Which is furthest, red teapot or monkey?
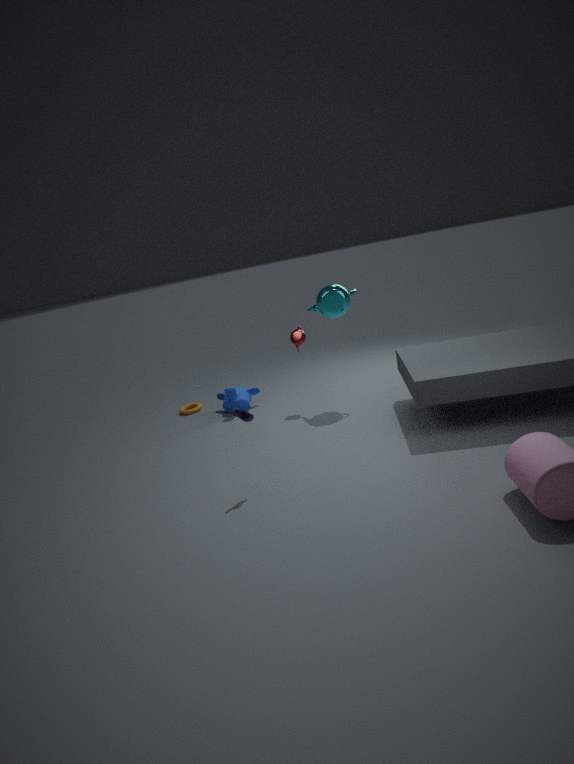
monkey
